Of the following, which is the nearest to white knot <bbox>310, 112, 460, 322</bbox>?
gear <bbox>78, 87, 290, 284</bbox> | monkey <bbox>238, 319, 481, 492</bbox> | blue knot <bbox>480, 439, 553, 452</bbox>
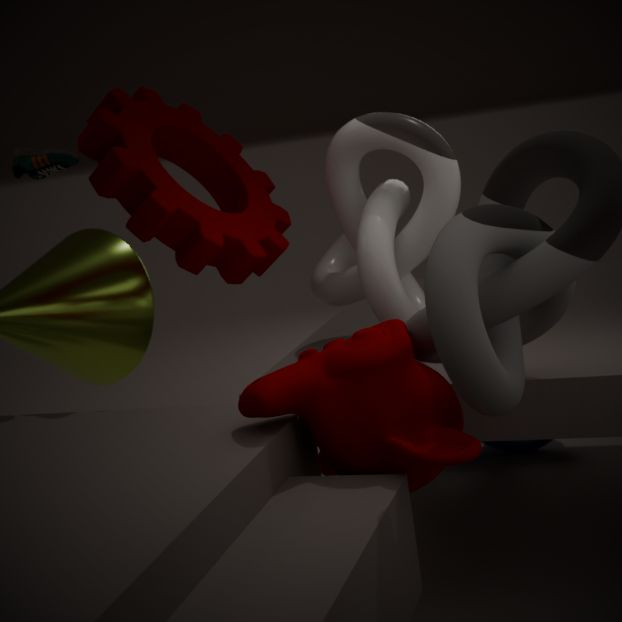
gear <bbox>78, 87, 290, 284</bbox>
